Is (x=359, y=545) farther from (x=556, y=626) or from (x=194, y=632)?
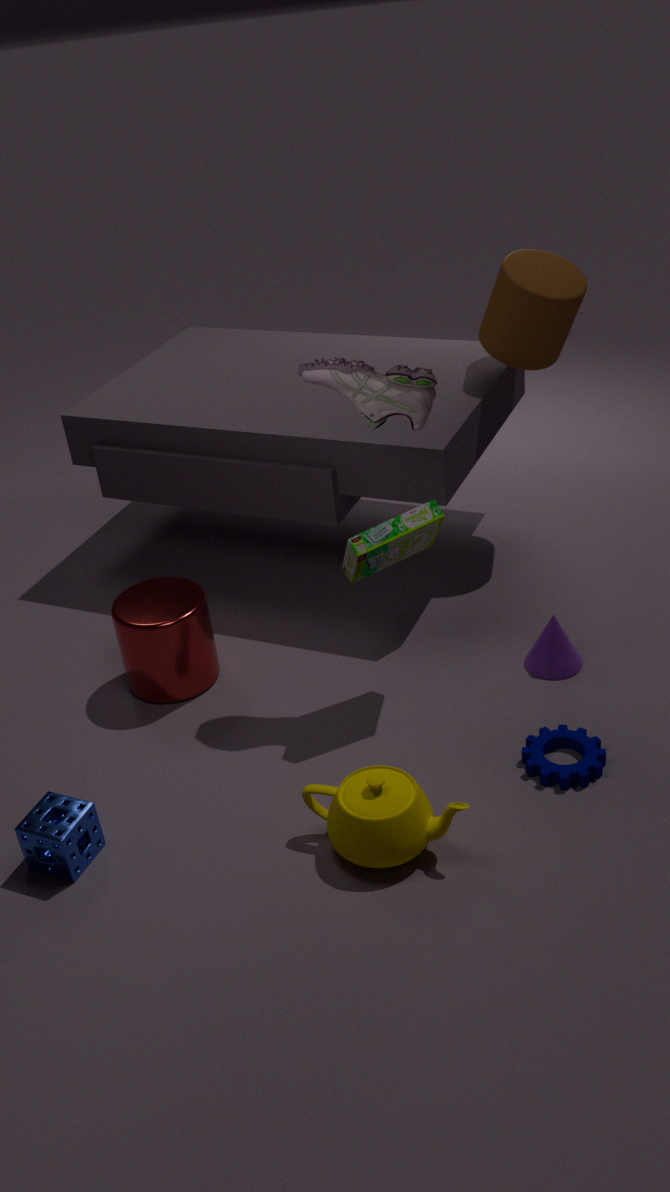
(x=194, y=632)
